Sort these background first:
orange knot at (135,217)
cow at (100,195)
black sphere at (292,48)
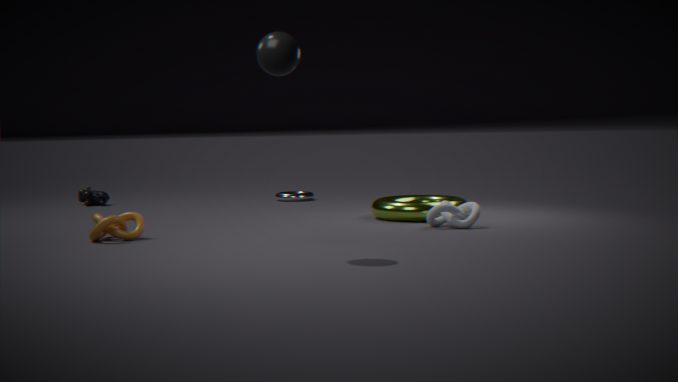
cow at (100,195) < orange knot at (135,217) < black sphere at (292,48)
